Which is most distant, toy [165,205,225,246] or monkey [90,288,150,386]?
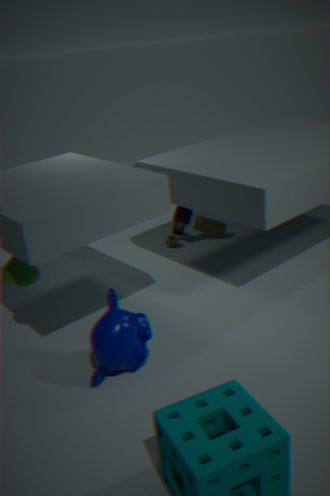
toy [165,205,225,246]
